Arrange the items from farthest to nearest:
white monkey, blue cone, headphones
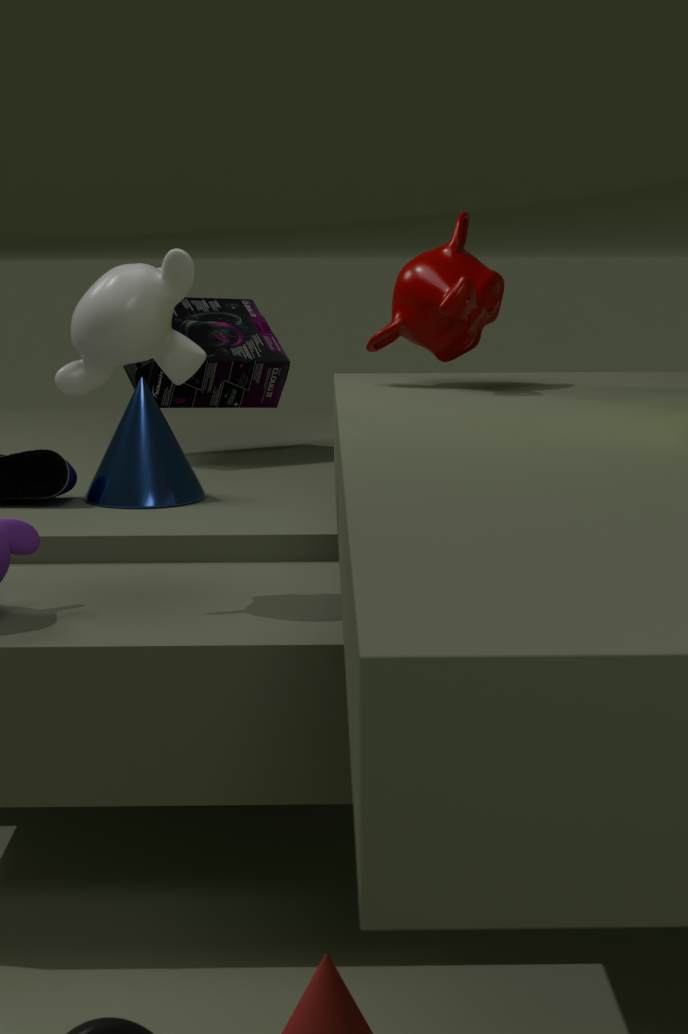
headphones
blue cone
white monkey
